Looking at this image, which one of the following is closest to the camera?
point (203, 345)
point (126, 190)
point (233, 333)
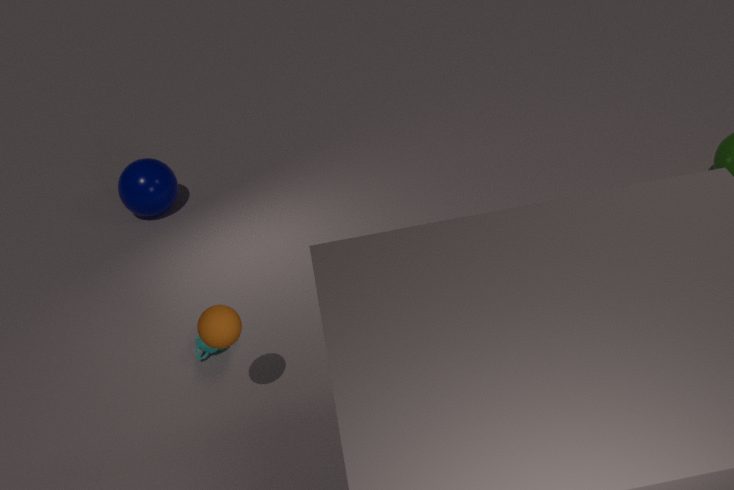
point (233, 333)
